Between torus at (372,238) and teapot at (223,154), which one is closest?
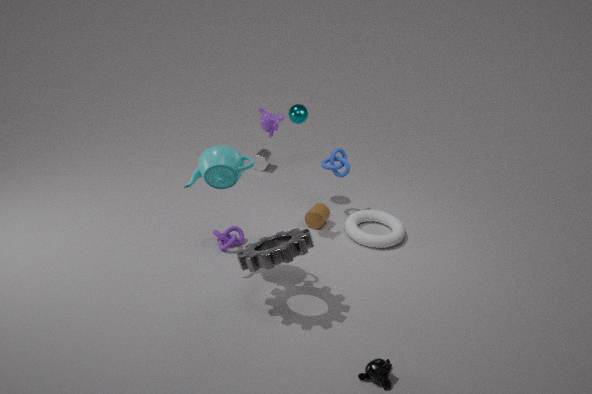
teapot at (223,154)
